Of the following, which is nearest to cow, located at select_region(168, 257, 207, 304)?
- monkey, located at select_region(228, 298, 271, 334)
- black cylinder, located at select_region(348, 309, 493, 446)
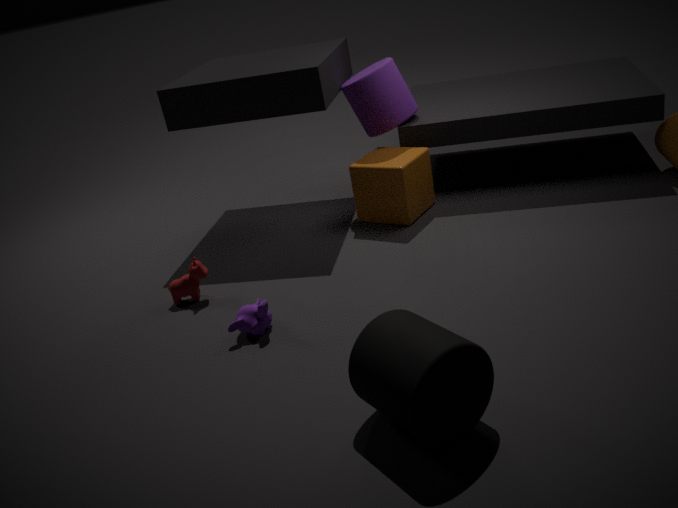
monkey, located at select_region(228, 298, 271, 334)
